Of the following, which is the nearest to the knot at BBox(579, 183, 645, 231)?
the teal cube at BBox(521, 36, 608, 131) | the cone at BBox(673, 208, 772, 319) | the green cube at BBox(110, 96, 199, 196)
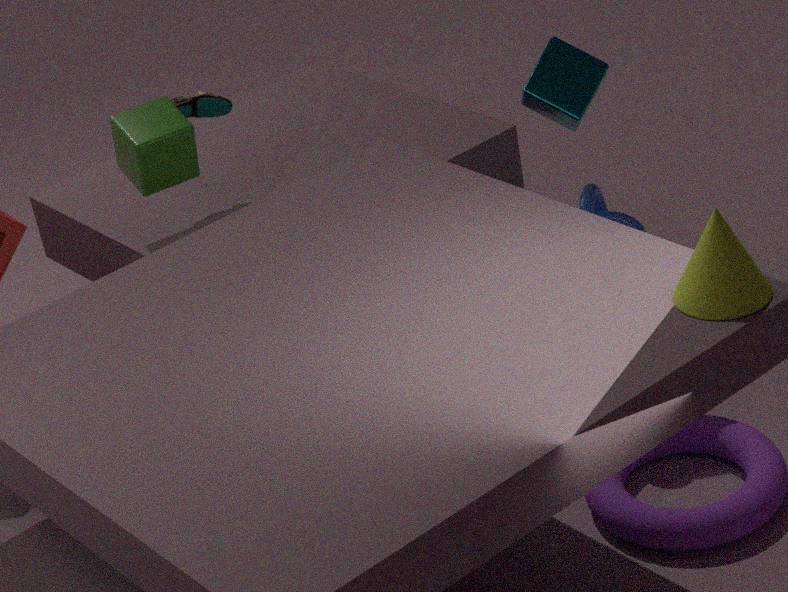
the teal cube at BBox(521, 36, 608, 131)
